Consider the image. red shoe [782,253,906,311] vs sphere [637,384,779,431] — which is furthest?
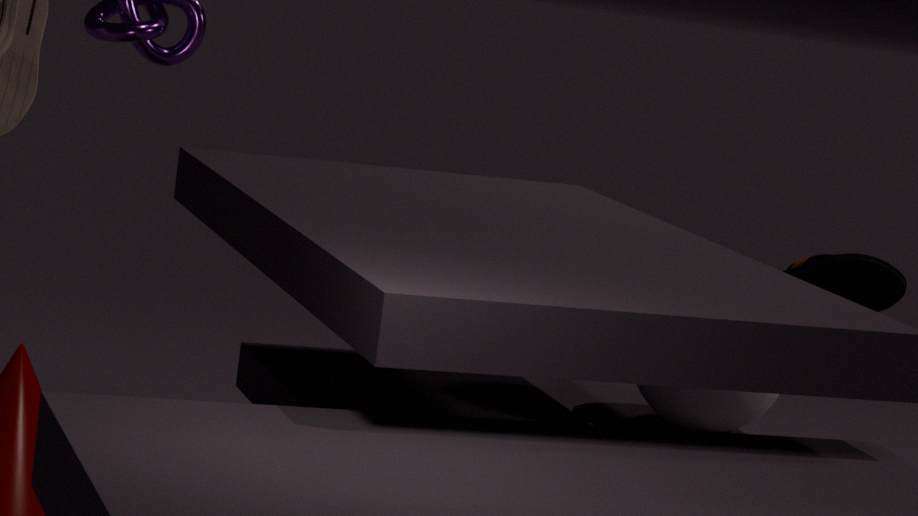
red shoe [782,253,906,311]
